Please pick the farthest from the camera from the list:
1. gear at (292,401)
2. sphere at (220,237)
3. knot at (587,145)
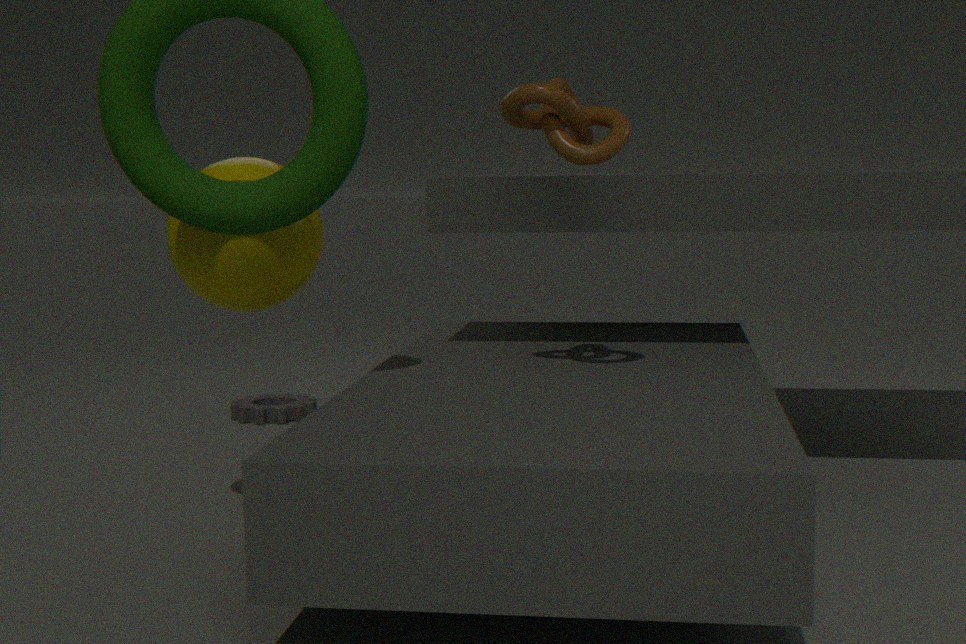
gear at (292,401)
